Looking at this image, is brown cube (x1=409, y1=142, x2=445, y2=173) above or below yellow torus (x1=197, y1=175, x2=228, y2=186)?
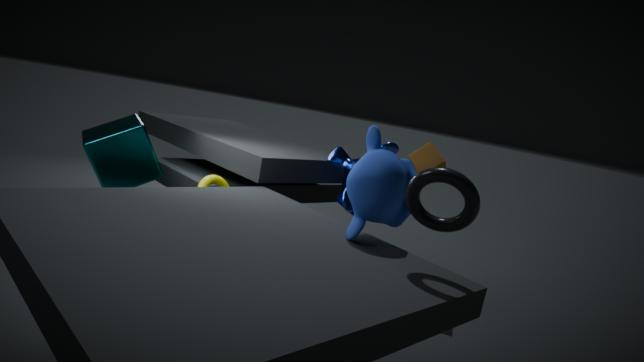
above
